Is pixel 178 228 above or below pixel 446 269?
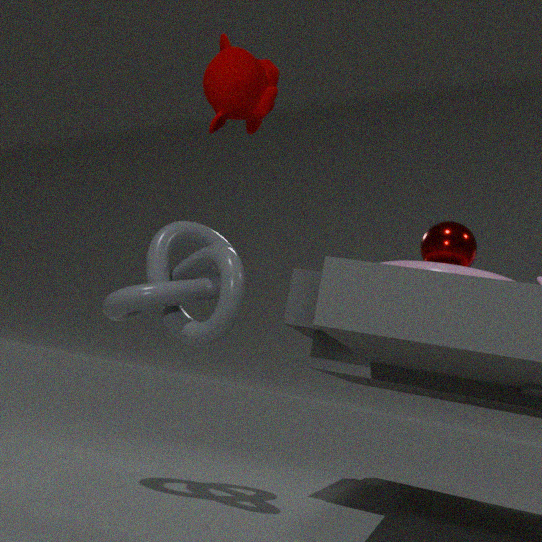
below
